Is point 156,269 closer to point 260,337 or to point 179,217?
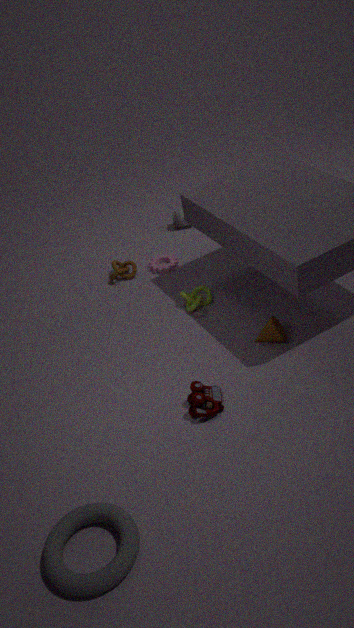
point 179,217
